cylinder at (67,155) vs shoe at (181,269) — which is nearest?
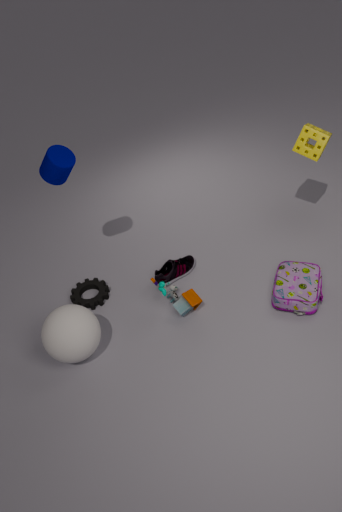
cylinder at (67,155)
